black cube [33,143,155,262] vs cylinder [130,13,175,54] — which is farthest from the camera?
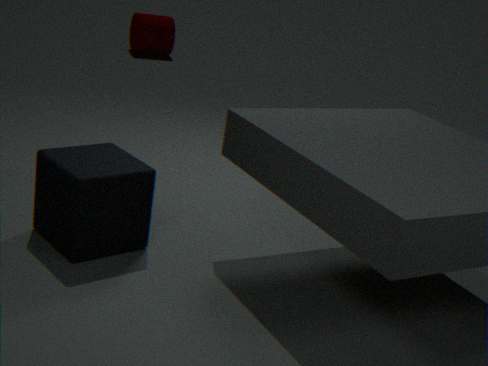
cylinder [130,13,175,54]
